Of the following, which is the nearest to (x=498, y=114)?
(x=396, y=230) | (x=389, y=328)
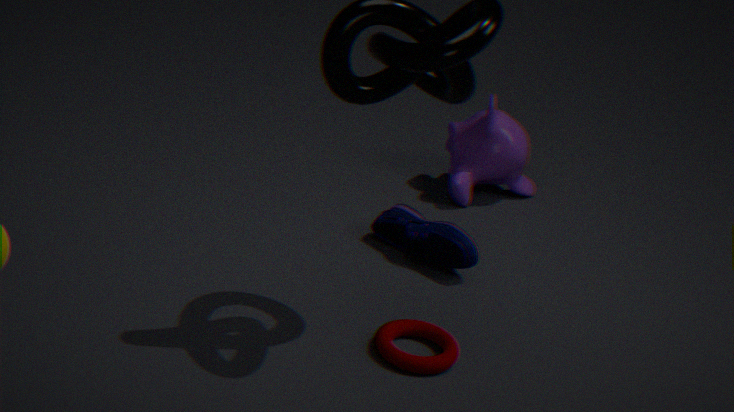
(x=396, y=230)
